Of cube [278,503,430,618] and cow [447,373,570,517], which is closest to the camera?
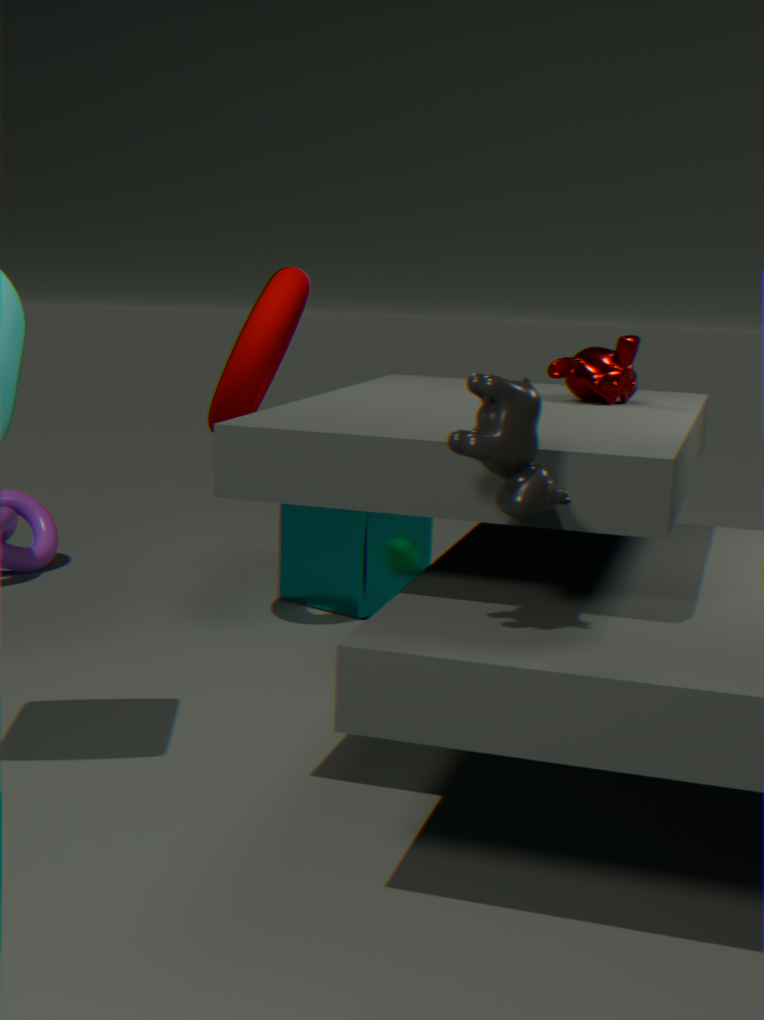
cow [447,373,570,517]
